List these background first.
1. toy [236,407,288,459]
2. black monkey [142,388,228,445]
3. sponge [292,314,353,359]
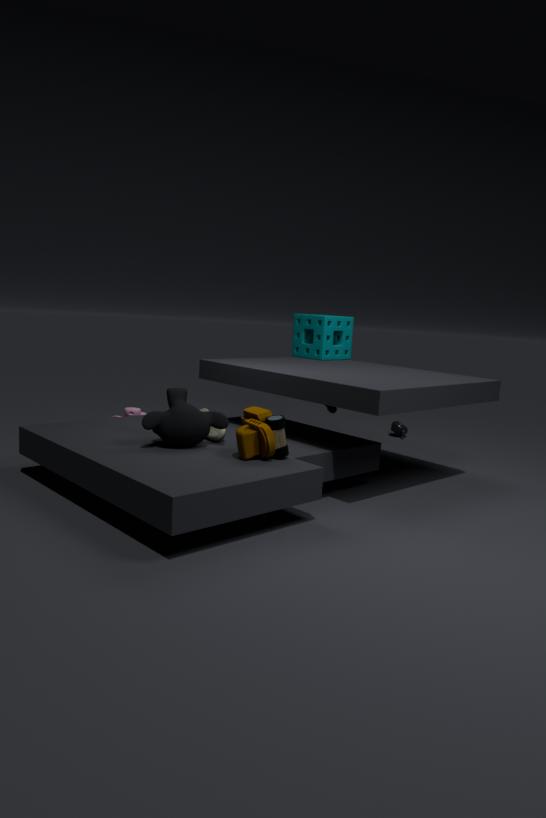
sponge [292,314,353,359] < black monkey [142,388,228,445] < toy [236,407,288,459]
